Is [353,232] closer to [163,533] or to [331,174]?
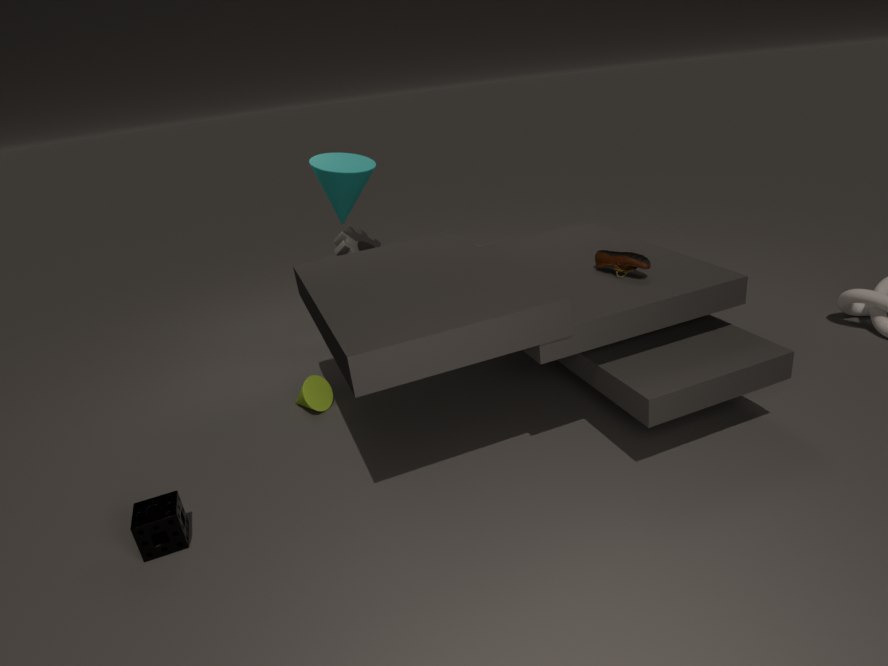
[331,174]
